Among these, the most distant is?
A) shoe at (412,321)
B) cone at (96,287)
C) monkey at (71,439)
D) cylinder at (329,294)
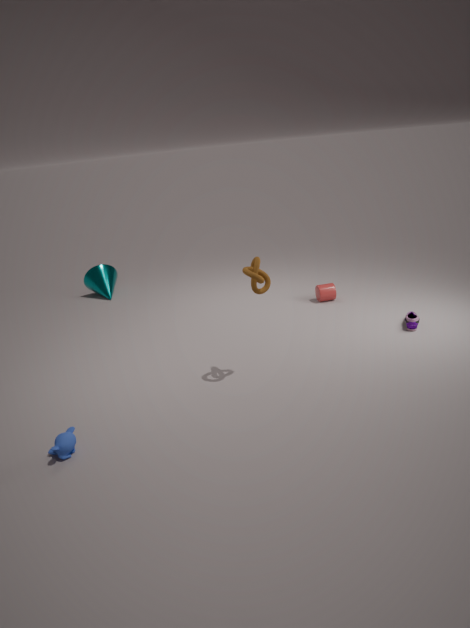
cone at (96,287)
